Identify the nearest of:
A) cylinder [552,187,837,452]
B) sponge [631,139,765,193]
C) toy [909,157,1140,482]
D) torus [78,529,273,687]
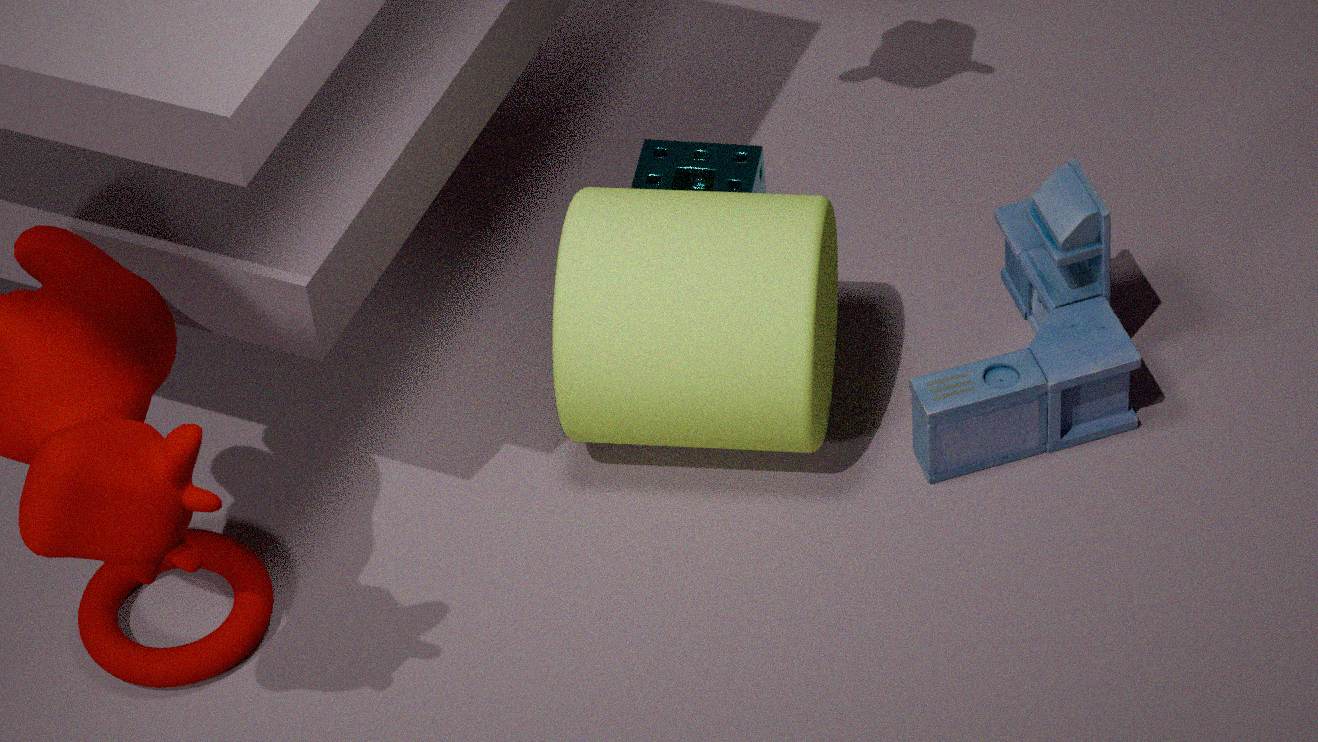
D. torus [78,529,273,687]
